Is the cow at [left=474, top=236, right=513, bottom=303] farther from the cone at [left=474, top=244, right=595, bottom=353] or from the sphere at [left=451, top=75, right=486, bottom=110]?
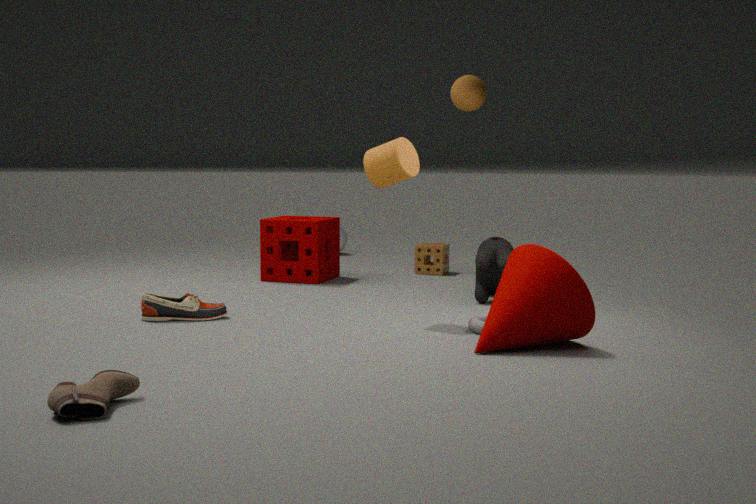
the sphere at [left=451, top=75, right=486, bottom=110]
